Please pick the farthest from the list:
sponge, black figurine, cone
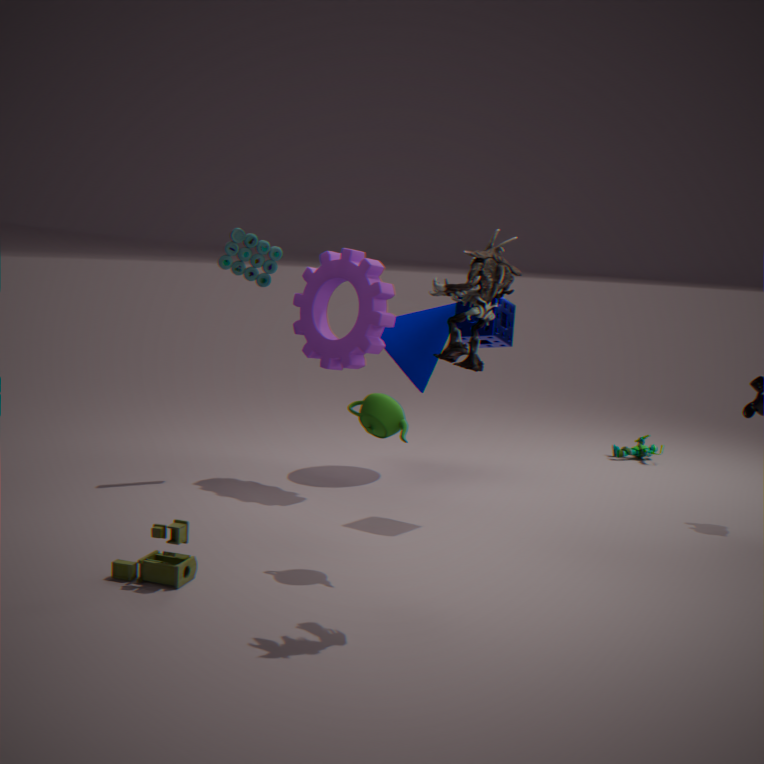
cone
